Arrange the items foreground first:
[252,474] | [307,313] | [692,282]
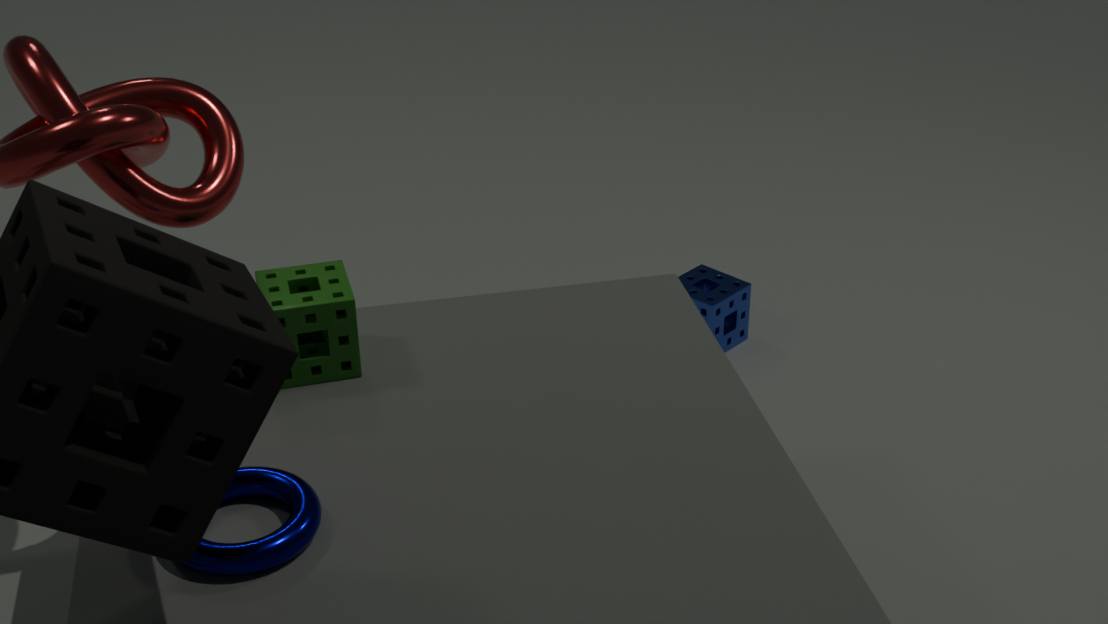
[252,474] < [307,313] < [692,282]
